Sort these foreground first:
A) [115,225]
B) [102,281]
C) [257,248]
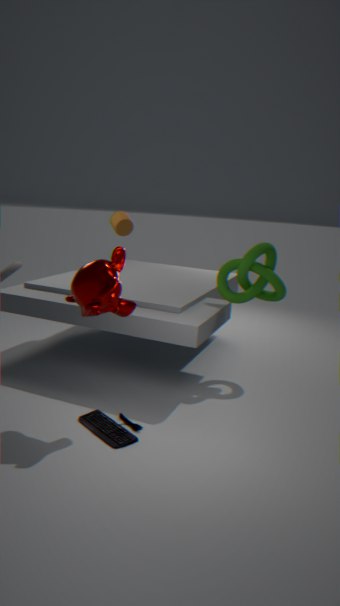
1. B. [102,281]
2. C. [257,248]
3. A. [115,225]
